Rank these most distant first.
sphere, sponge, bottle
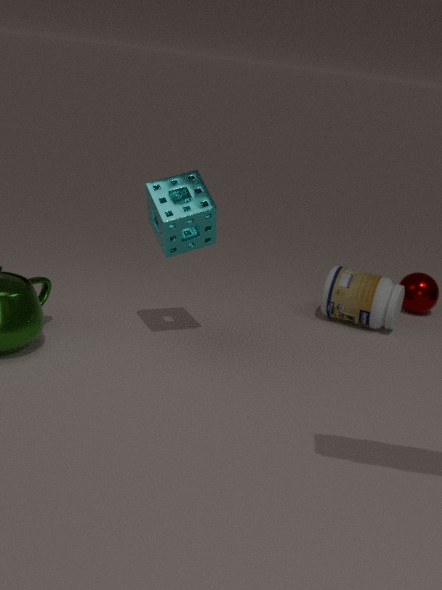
sphere, bottle, sponge
